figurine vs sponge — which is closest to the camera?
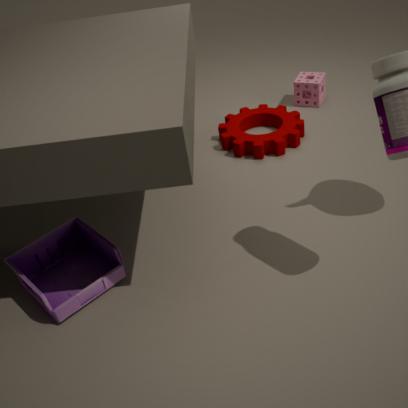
figurine
